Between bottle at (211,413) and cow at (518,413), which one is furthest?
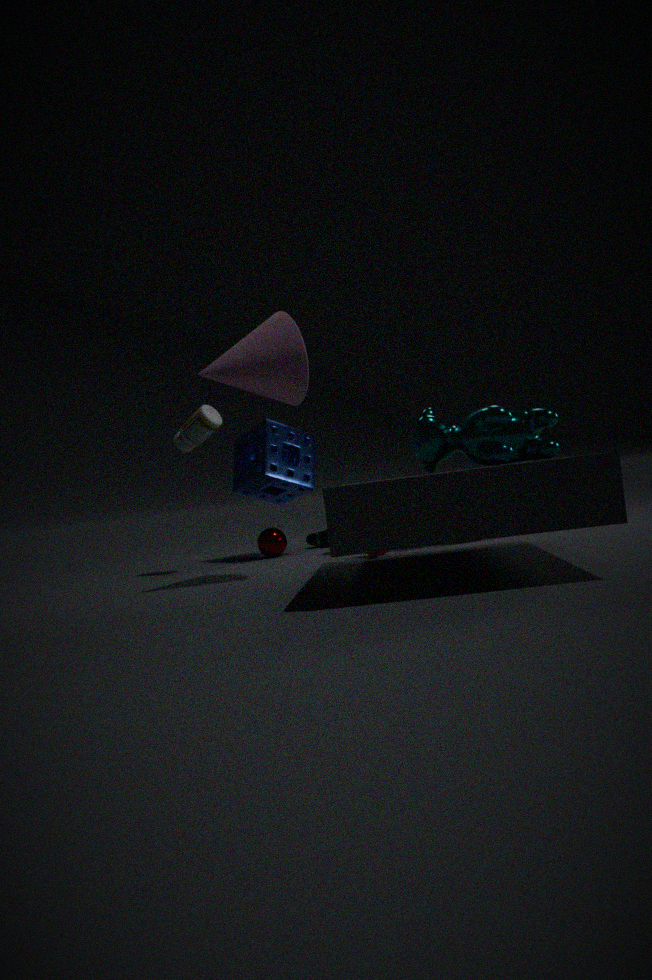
bottle at (211,413)
